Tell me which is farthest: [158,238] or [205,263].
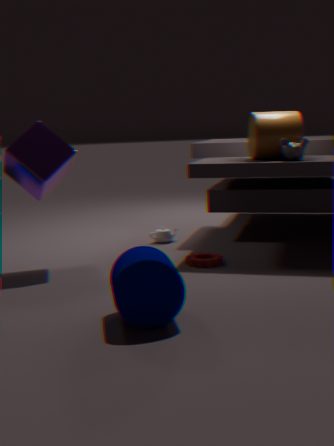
[158,238]
